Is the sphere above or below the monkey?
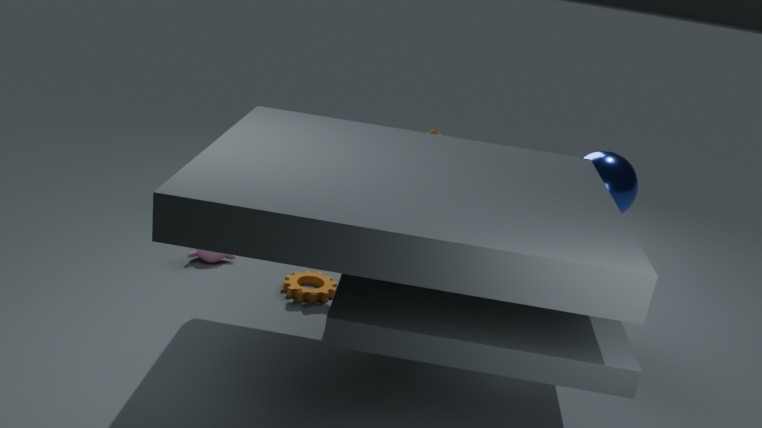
above
